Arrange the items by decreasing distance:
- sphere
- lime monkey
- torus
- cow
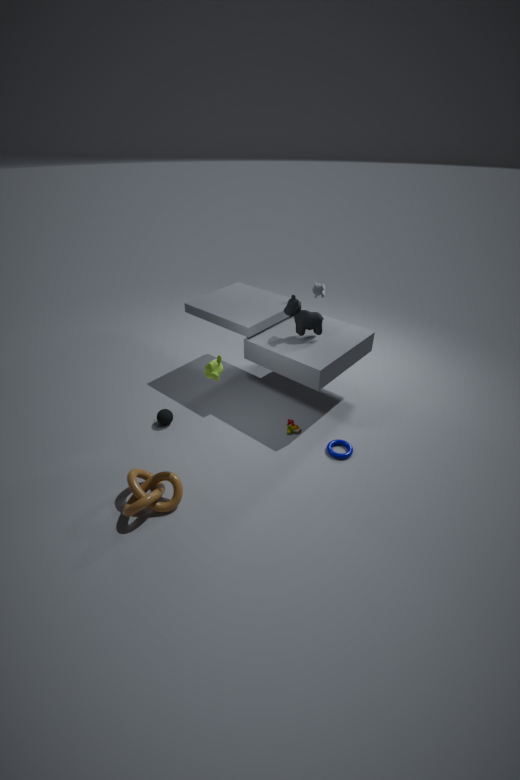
1. sphere
2. cow
3. torus
4. lime monkey
